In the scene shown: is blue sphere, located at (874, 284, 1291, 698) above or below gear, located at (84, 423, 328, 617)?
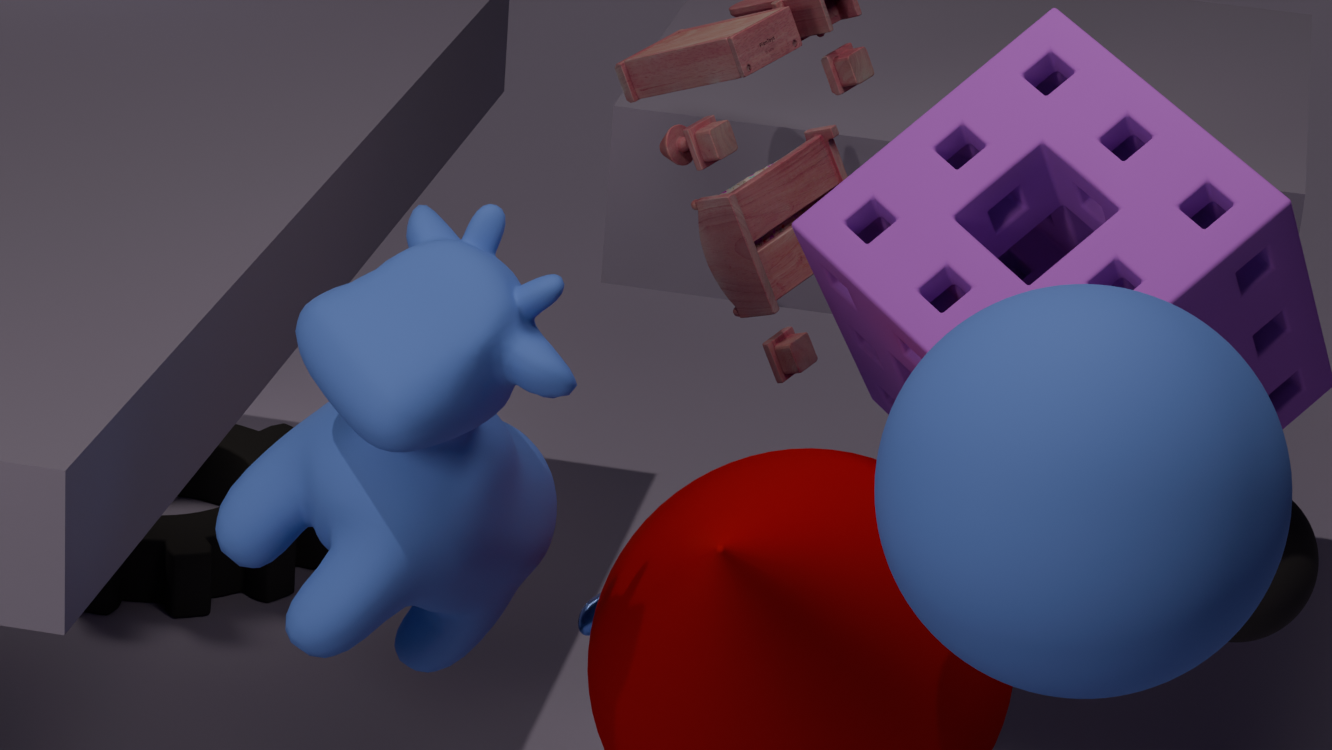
above
